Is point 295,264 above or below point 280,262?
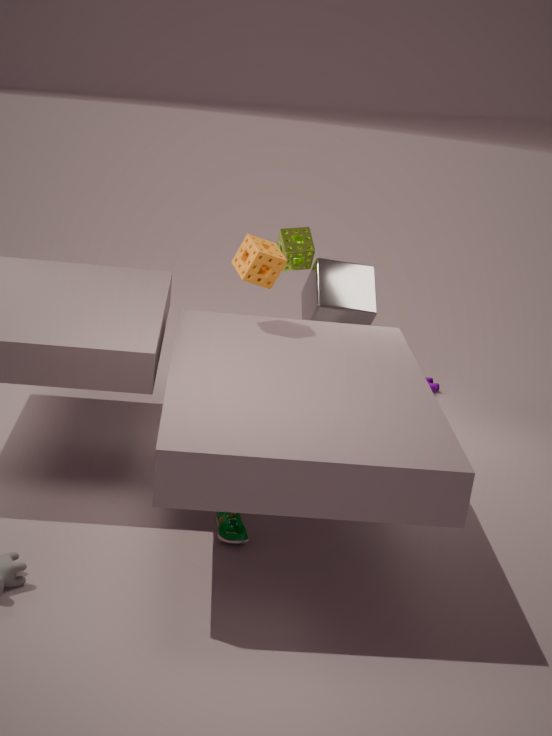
below
